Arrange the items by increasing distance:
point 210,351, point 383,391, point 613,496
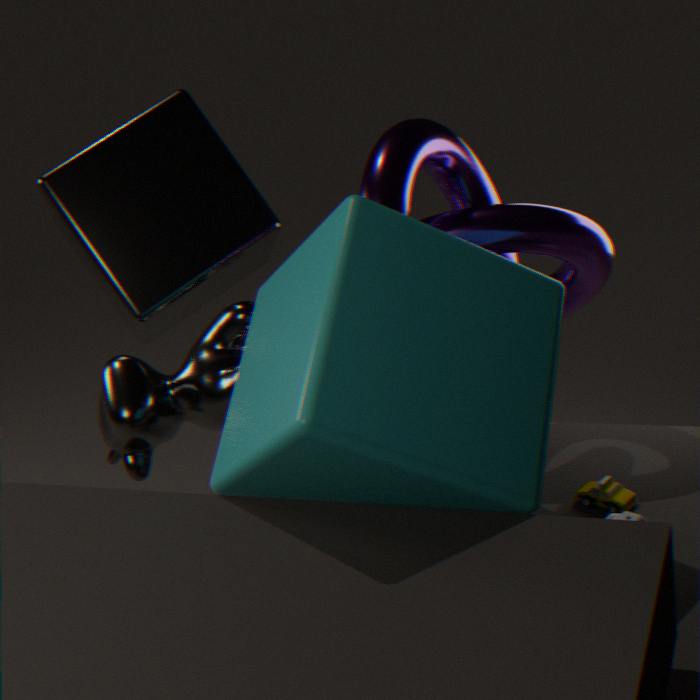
point 383,391
point 613,496
point 210,351
